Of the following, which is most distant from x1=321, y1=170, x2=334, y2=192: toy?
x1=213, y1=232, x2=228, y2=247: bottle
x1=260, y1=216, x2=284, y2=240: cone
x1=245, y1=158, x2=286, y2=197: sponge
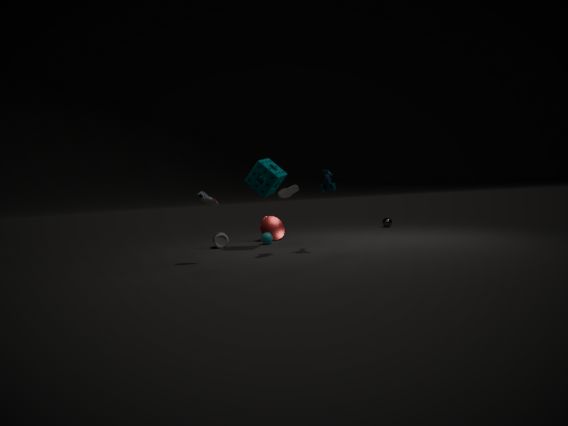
x1=213, y1=232, x2=228, y2=247: bottle
